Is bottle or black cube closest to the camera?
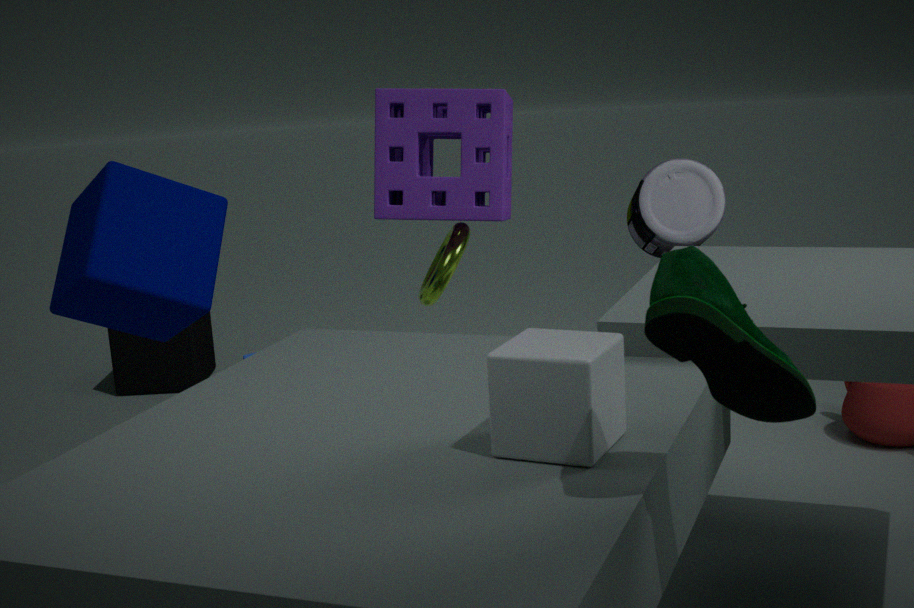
bottle
